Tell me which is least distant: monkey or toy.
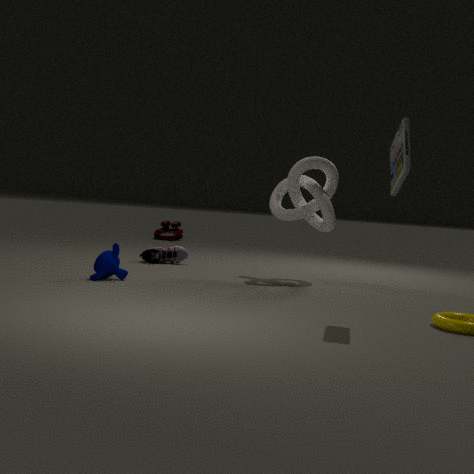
monkey
